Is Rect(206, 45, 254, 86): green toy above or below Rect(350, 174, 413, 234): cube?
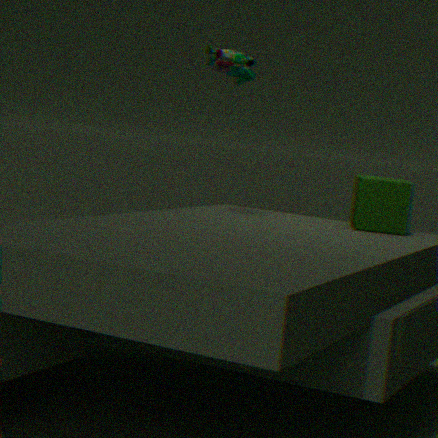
above
